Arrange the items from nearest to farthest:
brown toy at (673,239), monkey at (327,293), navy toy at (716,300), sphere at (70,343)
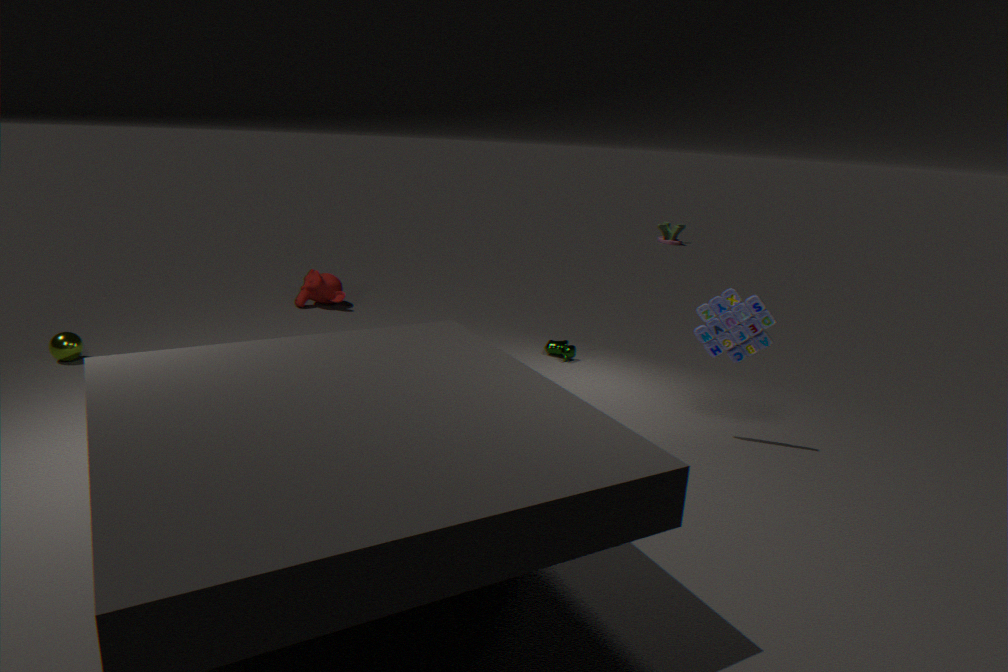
navy toy at (716,300) < sphere at (70,343) < monkey at (327,293) < brown toy at (673,239)
